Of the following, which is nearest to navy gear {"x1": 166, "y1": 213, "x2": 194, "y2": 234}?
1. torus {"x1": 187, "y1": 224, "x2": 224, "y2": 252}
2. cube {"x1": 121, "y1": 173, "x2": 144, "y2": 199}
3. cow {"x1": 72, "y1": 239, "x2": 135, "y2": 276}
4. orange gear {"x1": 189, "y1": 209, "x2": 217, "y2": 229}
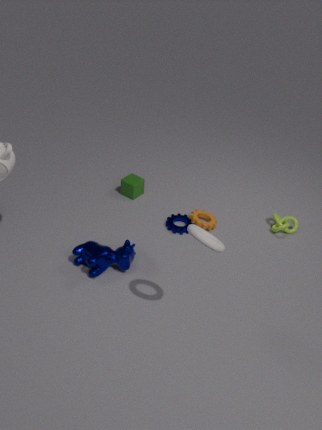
orange gear {"x1": 189, "y1": 209, "x2": 217, "y2": 229}
